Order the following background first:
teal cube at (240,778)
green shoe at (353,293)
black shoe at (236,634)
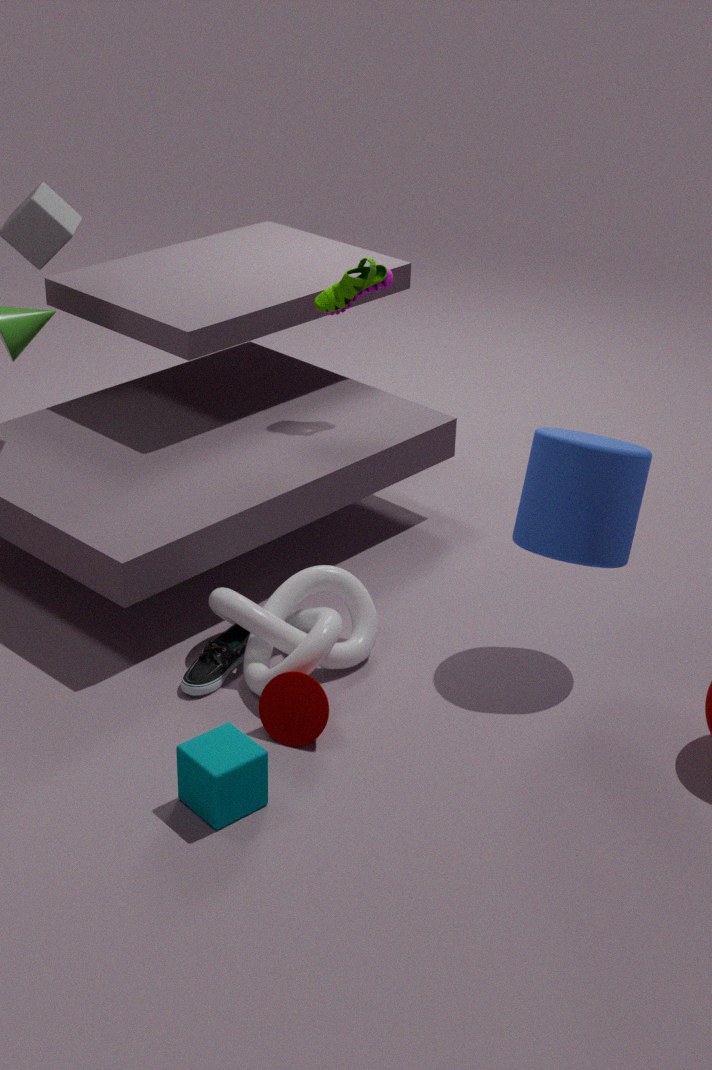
green shoe at (353,293), black shoe at (236,634), teal cube at (240,778)
